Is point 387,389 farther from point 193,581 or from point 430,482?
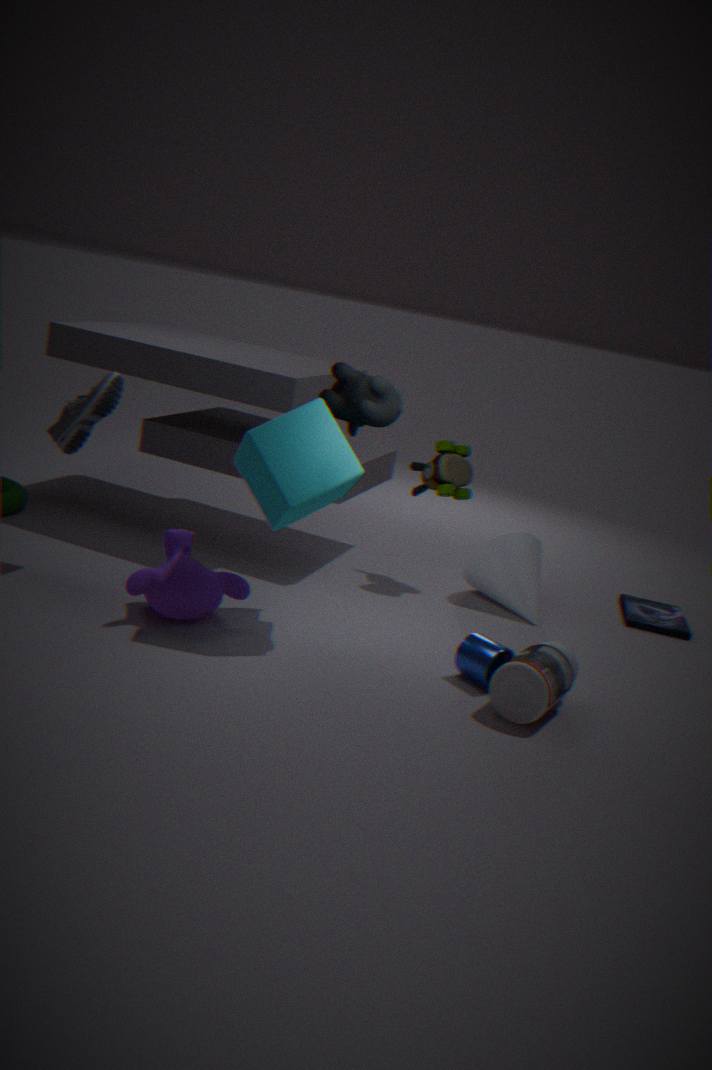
point 193,581
